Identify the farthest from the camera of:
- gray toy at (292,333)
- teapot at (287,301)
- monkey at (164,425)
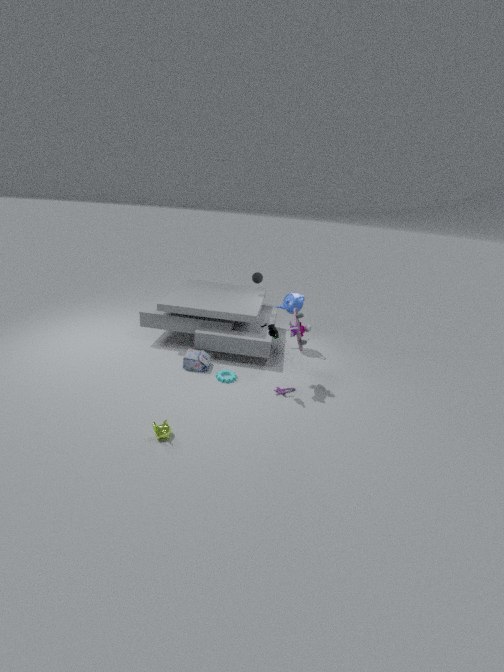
teapot at (287,301)
